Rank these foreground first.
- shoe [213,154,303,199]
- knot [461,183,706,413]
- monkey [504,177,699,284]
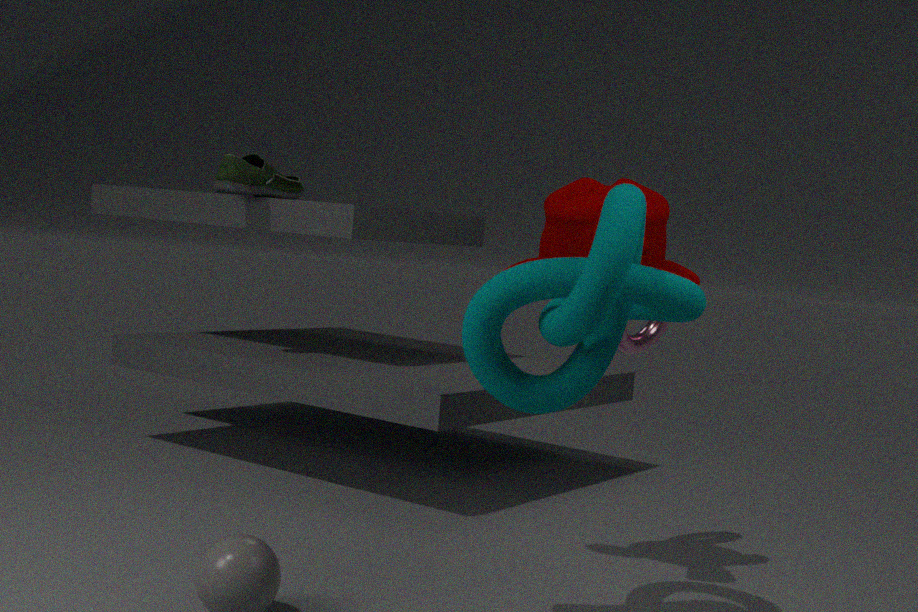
knot [461,183,706,413] < monkey [504,177,699,284] < shoe [213,154,303,199]
